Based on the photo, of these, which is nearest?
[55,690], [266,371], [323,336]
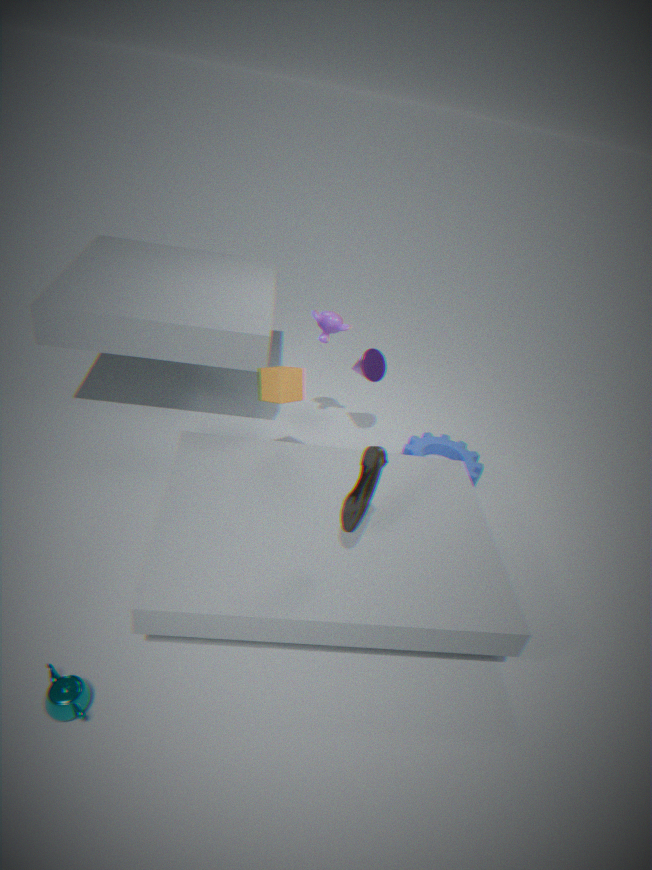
[55,690]
